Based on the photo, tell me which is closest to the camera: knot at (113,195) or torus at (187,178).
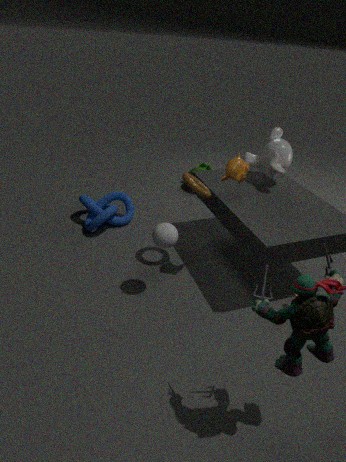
torus at (187,178)
